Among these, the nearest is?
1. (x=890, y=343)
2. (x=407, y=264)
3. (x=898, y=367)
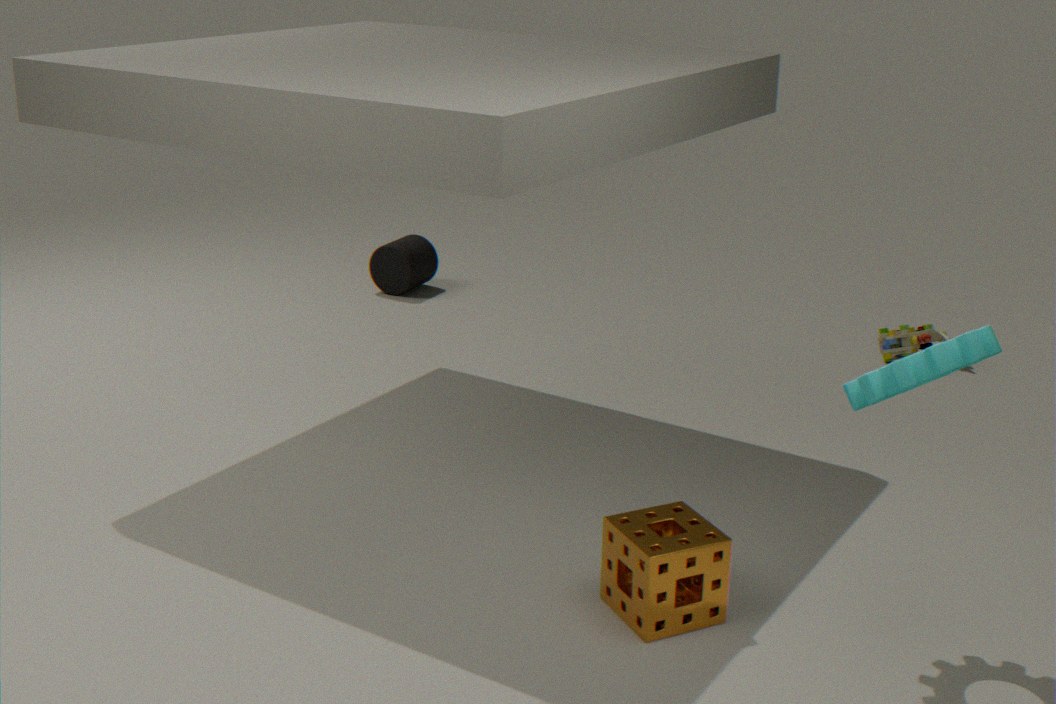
(x=898, y=367)
